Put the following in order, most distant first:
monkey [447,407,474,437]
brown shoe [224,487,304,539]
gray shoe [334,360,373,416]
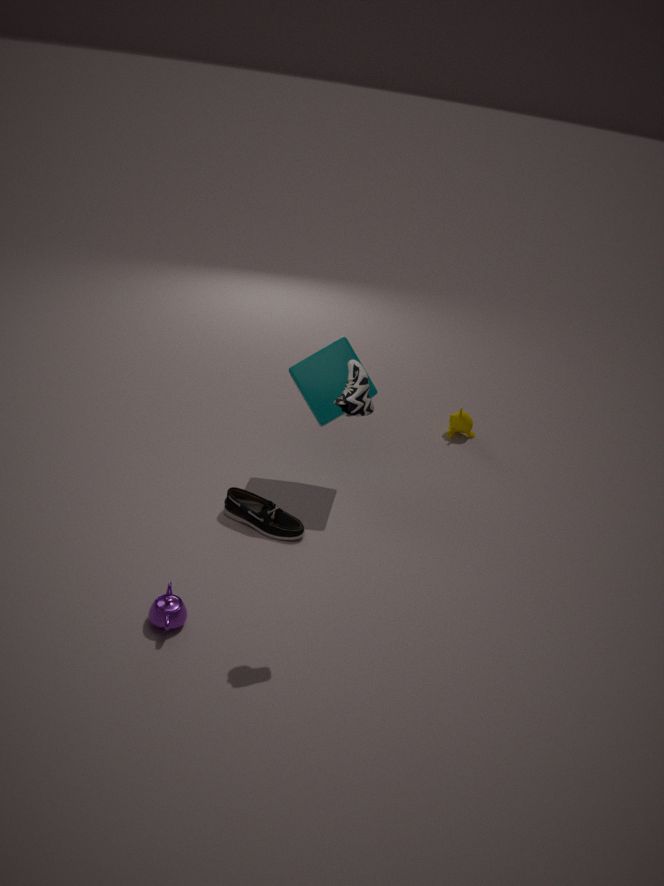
monkey [447,407,474,437]
brown shoe [224,487,304,539]
gray shoe [334,360,373,416]
